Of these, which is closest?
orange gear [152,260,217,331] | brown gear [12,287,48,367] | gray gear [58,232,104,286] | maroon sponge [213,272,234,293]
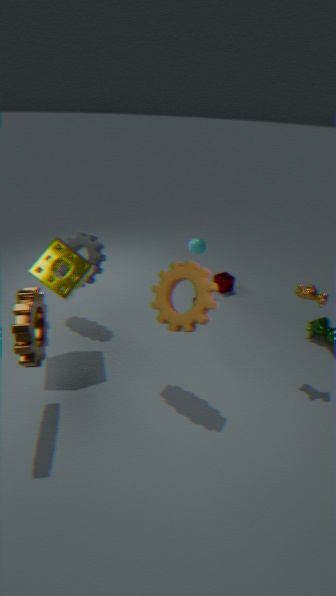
Result: brown gear [12,287,48,367]
